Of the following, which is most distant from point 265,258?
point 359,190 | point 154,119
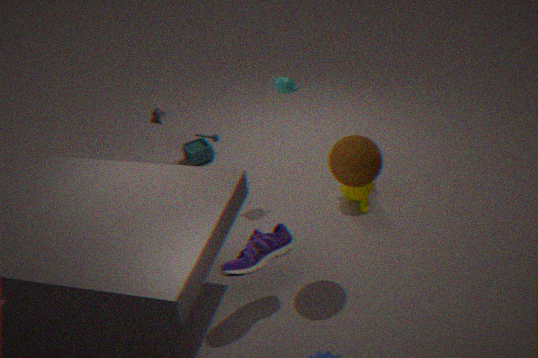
point 154,119
